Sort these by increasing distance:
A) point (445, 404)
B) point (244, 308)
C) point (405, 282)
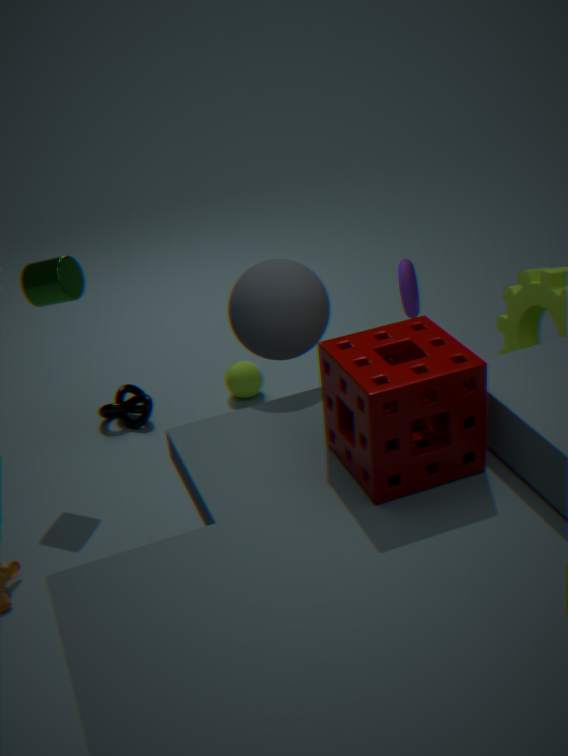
point (445, 404)
point (244, 308)
point (405, 282)
